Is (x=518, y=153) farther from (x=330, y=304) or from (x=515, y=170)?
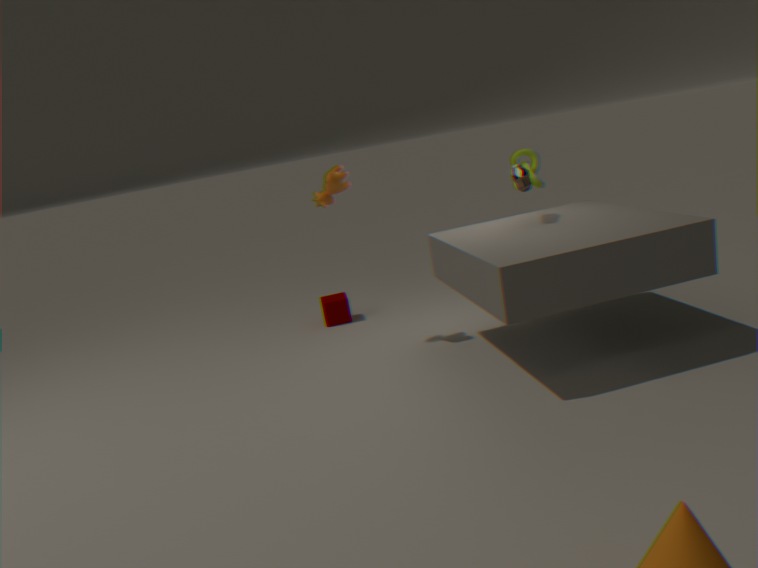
(x=330, y=304)
